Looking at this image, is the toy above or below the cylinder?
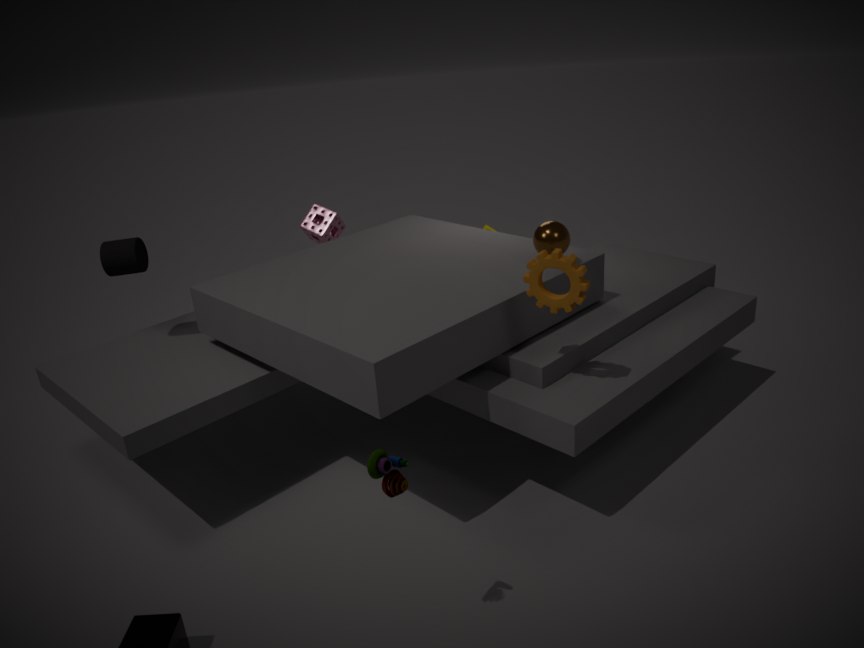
below
